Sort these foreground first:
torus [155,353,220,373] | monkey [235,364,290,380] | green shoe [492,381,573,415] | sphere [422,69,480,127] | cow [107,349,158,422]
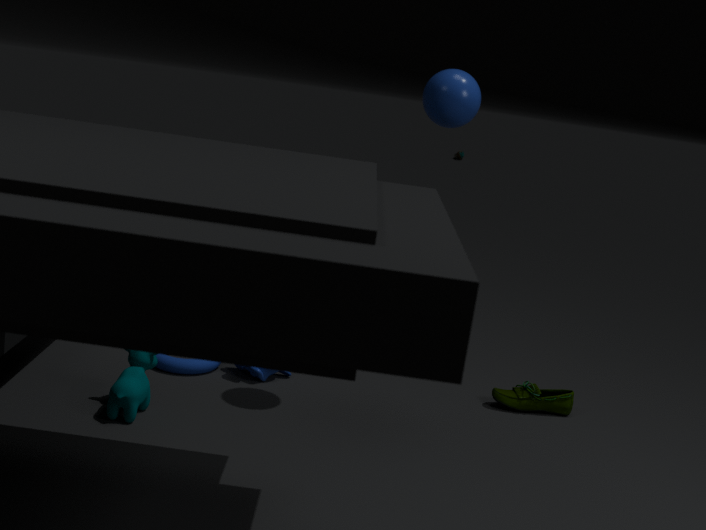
1. cow [107,349,158,422]
2. sphere [422,69,480,127]
3. torus [155,353,220,373]
4. monkey [235,364,290,380]
5. green shoe [492,381,573,415]
